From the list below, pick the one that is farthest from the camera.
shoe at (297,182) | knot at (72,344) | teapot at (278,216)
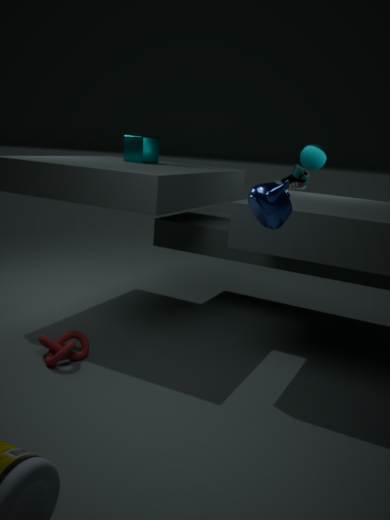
shoe at (297,182)
